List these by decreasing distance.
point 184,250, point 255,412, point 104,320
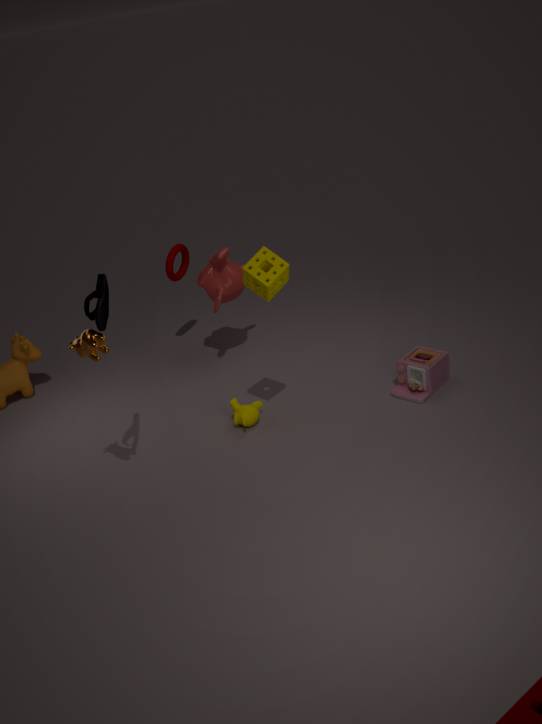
1. point 184,250
2. point 255,412
3. point 104,320
